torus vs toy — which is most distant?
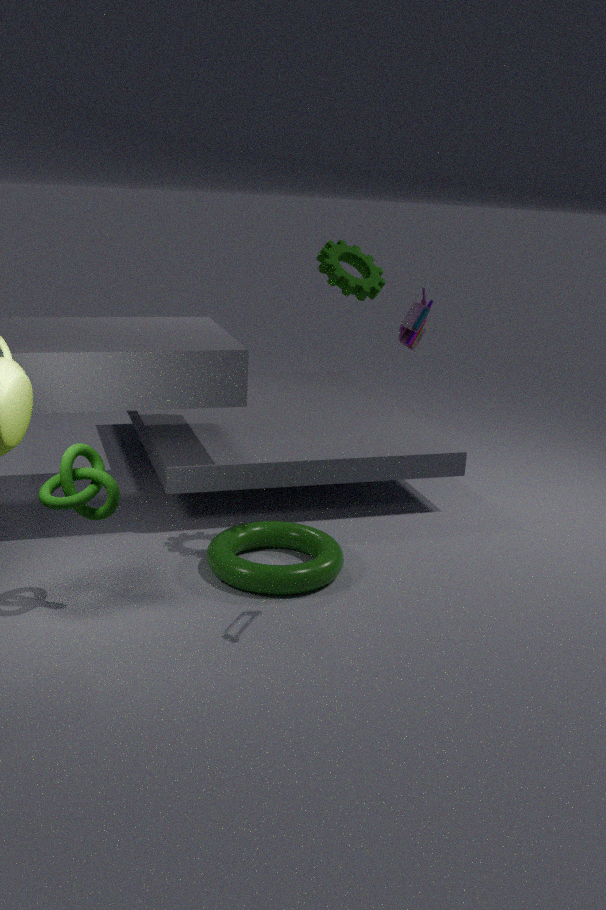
torus
